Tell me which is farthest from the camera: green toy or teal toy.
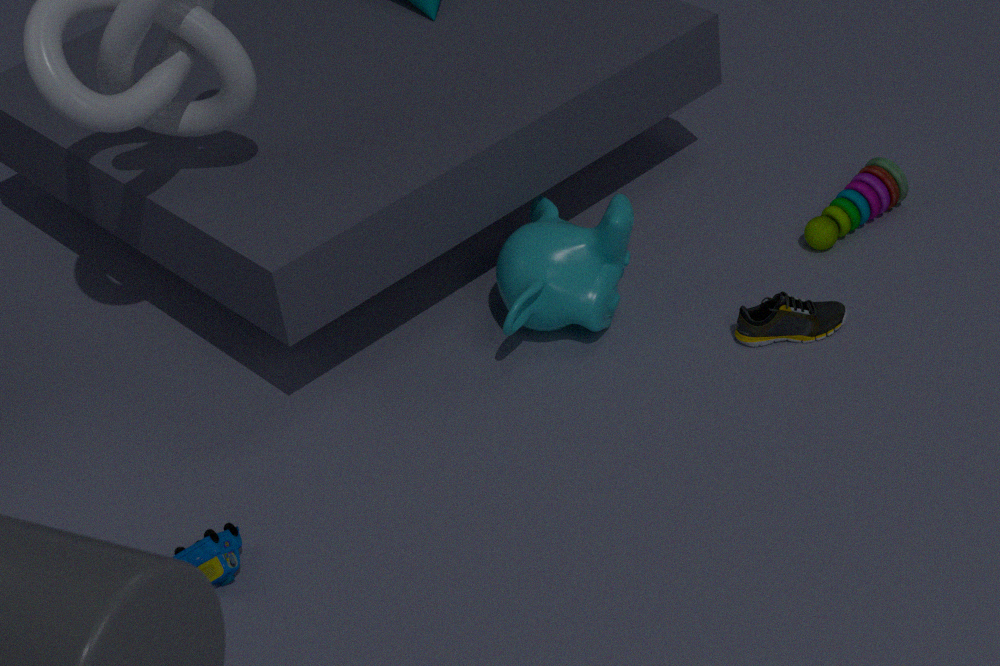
green toy
